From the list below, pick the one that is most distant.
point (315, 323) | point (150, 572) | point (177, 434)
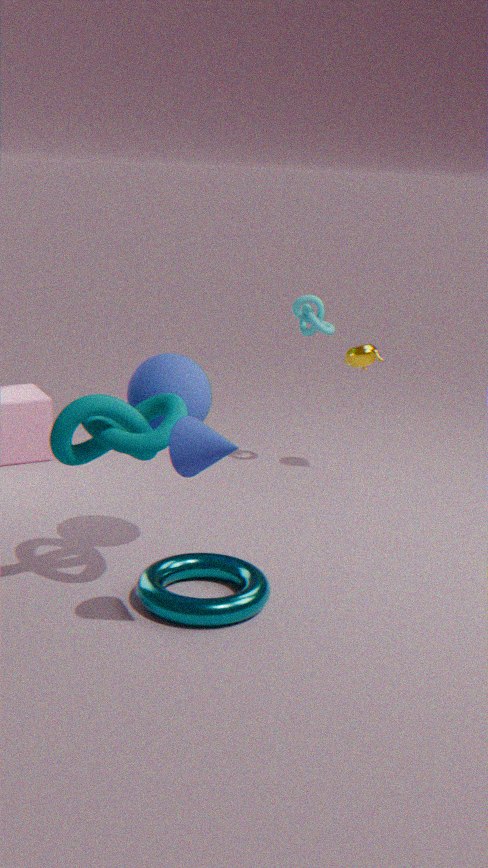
point (315, 323)
